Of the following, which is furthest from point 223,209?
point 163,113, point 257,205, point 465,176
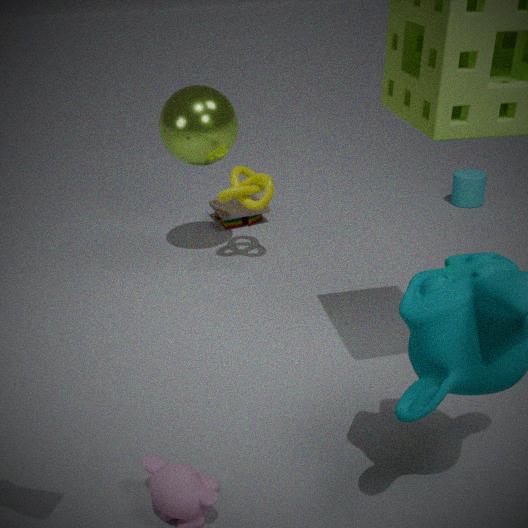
point 465,176
